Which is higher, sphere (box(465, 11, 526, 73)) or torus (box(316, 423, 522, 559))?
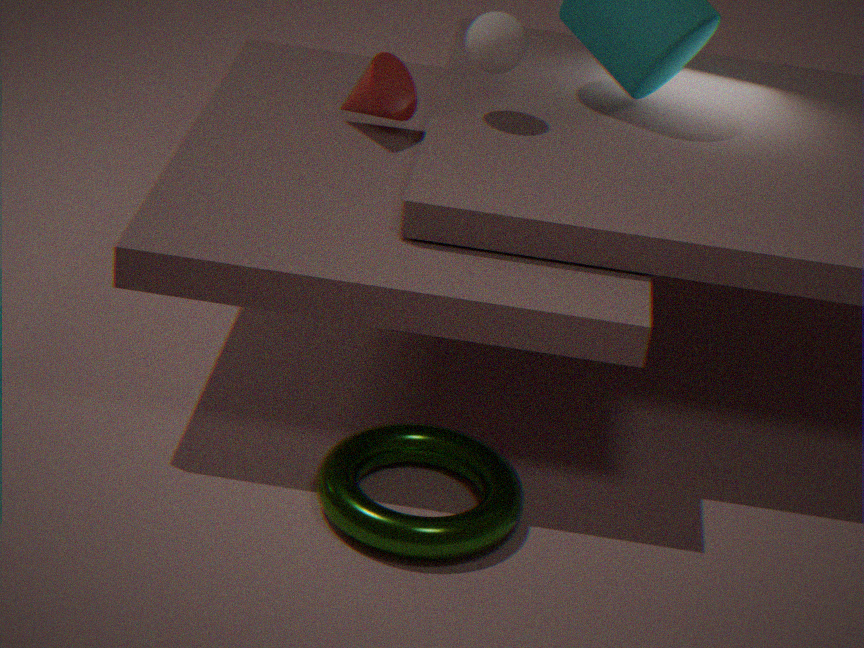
sphere (box(465, 11, 526, 73))
